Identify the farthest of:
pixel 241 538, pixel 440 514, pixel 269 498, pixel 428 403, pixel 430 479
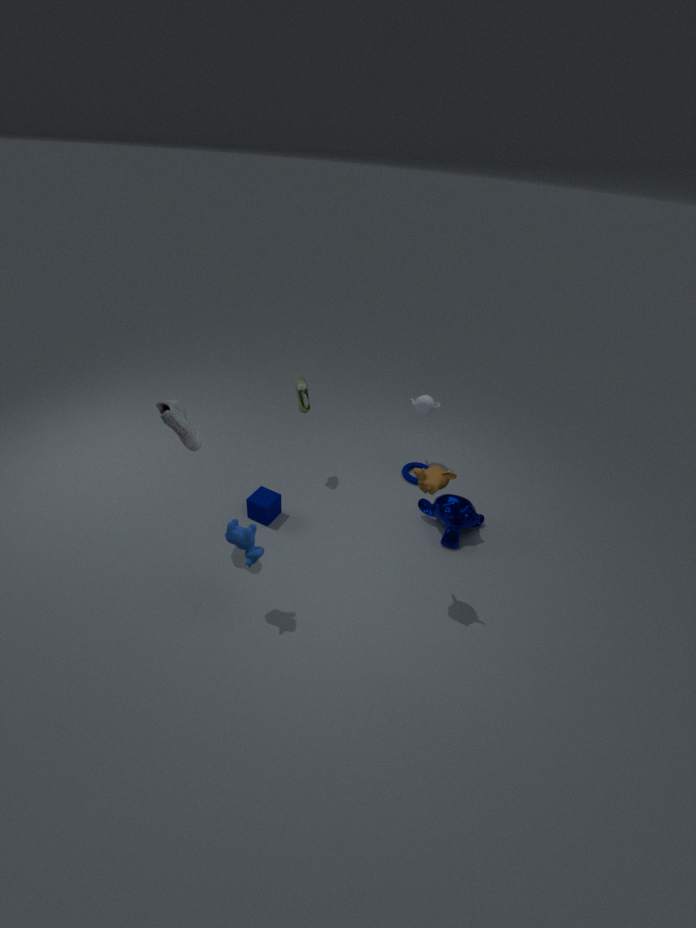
pixel 428 403
